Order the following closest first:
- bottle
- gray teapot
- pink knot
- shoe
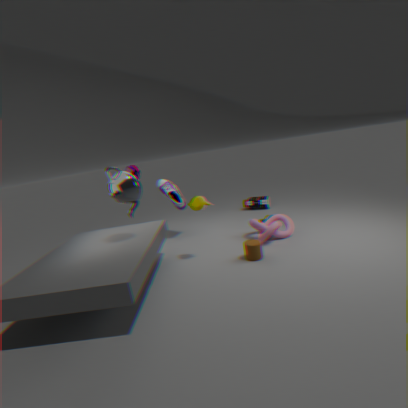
1. gray teapot
2. pink knot
3. shoe
4. bottle
